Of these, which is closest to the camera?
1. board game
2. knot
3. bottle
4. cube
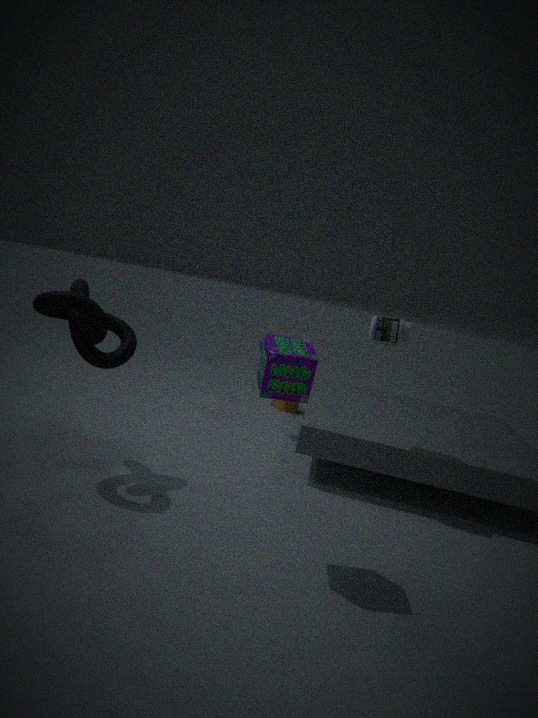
board game
